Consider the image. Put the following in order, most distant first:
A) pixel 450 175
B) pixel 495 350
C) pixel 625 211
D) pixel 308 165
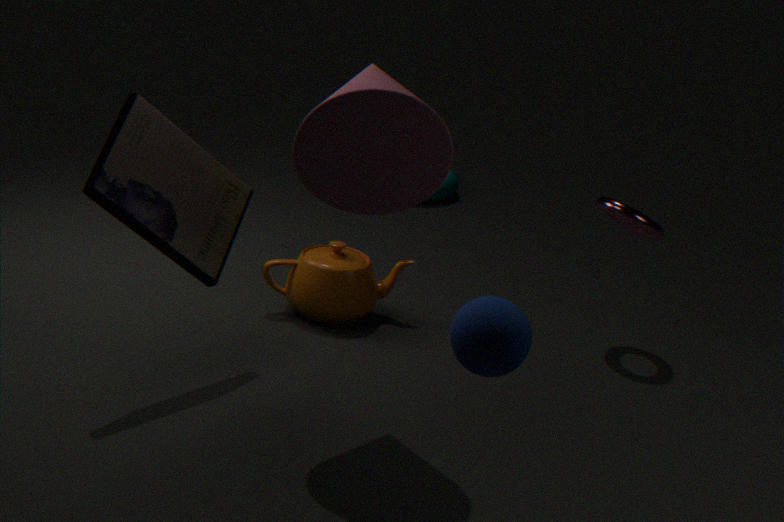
pixel 450 175 < pixel 625 211 < pixel 308 165 < pixel 495 350
